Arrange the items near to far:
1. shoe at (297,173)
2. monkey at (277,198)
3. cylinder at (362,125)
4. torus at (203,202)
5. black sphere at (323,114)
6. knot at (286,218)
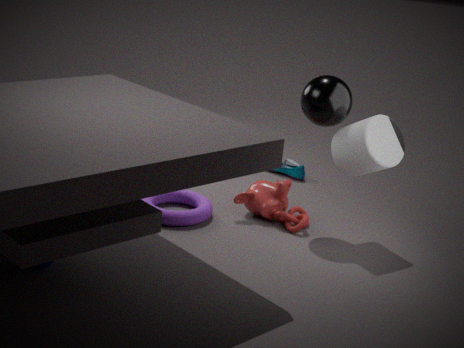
cylinder at (362,125), black sphere at (323,114), torus at (203,202), knot at (286,218), monkey at (277,198), shoe at (297,173)
